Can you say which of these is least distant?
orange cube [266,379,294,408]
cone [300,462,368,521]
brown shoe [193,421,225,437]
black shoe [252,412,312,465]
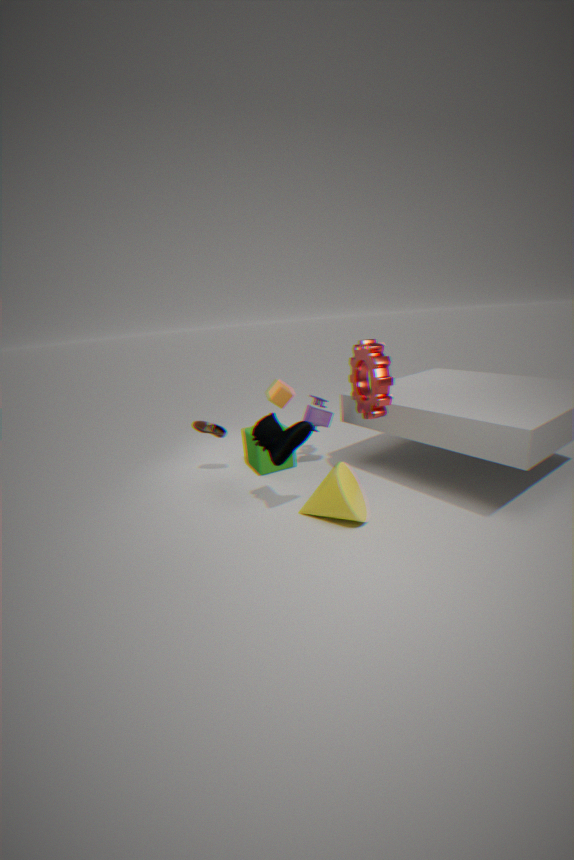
black shoe [252,412,312,465]
